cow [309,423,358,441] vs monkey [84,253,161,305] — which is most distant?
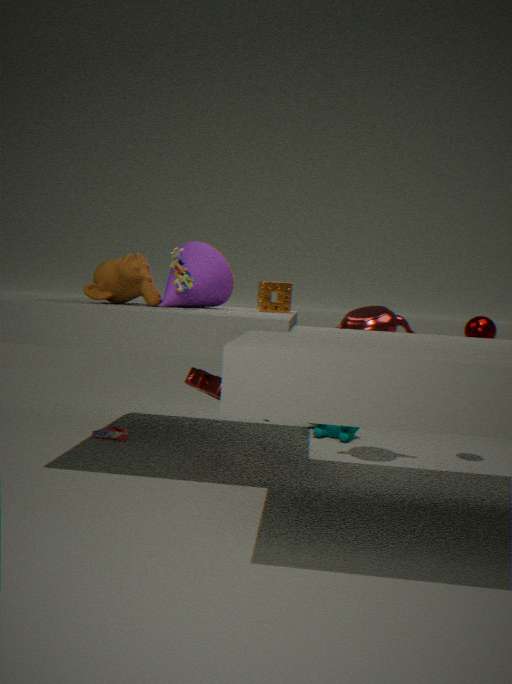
cow [309,423,358,441]
